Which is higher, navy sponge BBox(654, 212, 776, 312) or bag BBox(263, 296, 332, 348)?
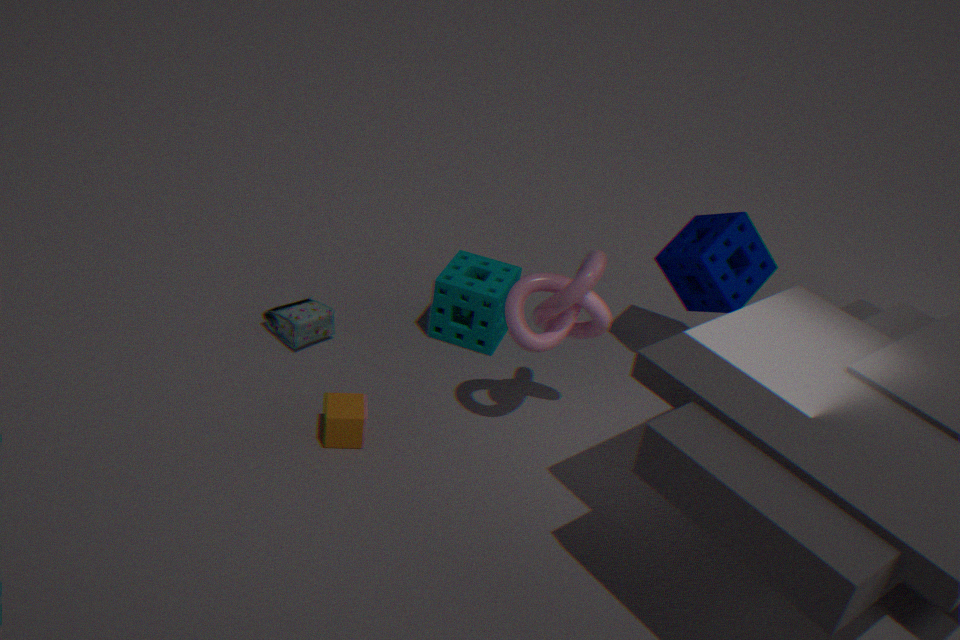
navy sponge BBox(654, 212, 776, 312)
